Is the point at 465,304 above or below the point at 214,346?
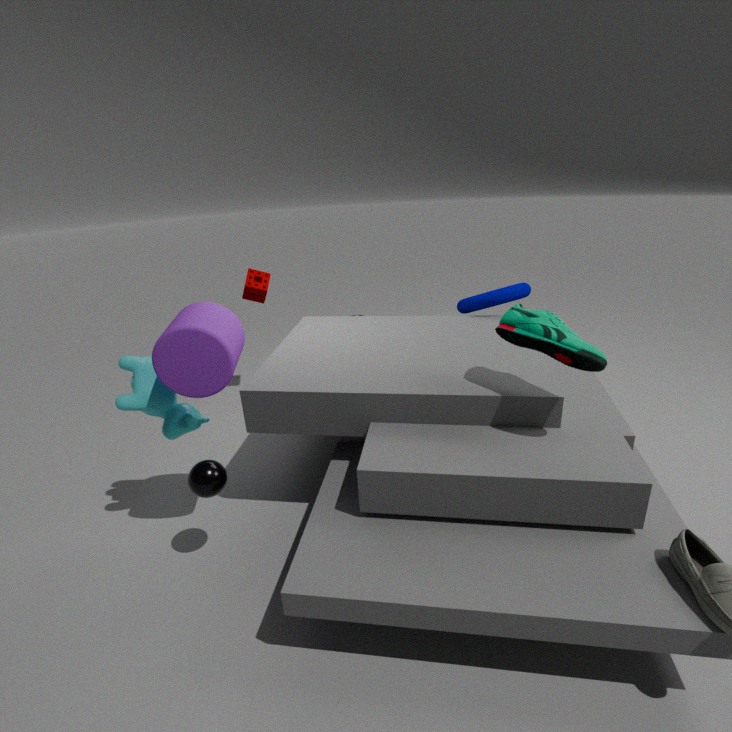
below
